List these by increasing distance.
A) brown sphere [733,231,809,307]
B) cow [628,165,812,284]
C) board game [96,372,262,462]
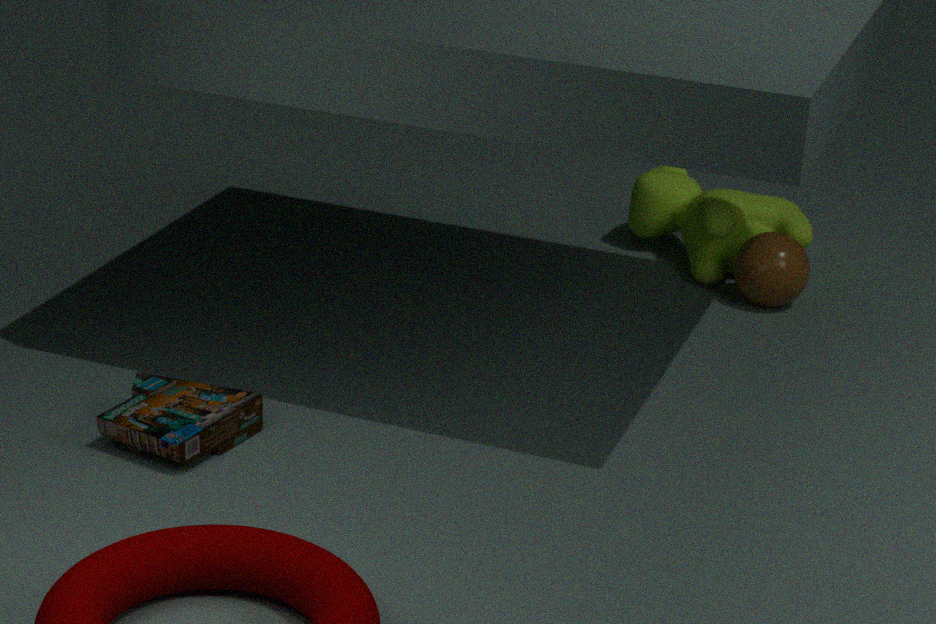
C. board game [96,372,262,462]
A. brown sphere [733,231,809,307]
B. cow [628,165,812,284]
